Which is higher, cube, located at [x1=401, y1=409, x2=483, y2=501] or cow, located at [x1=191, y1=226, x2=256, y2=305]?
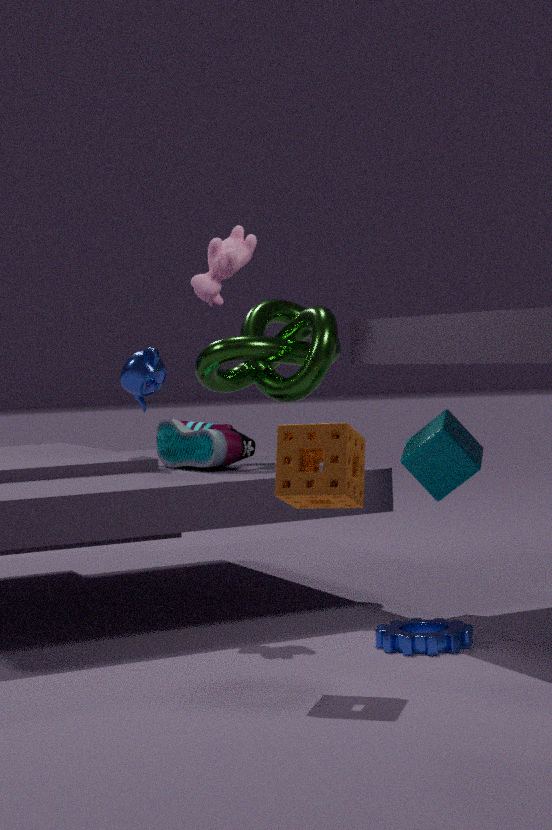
cow, located at [x1=191, y1=226, x2=256, y2=305]
